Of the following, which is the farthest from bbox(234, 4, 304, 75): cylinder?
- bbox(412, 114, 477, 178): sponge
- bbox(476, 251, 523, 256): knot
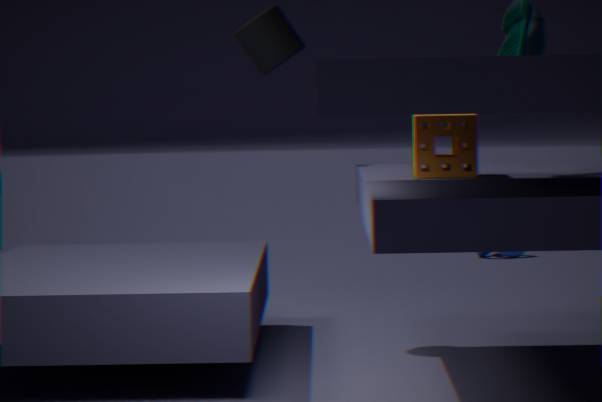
bbox(476, 251, 523, 256): knot
